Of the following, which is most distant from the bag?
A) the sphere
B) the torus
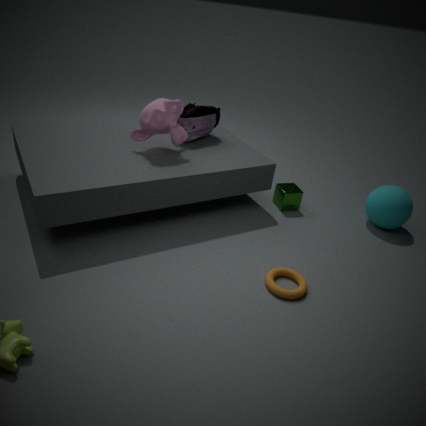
the sphere
